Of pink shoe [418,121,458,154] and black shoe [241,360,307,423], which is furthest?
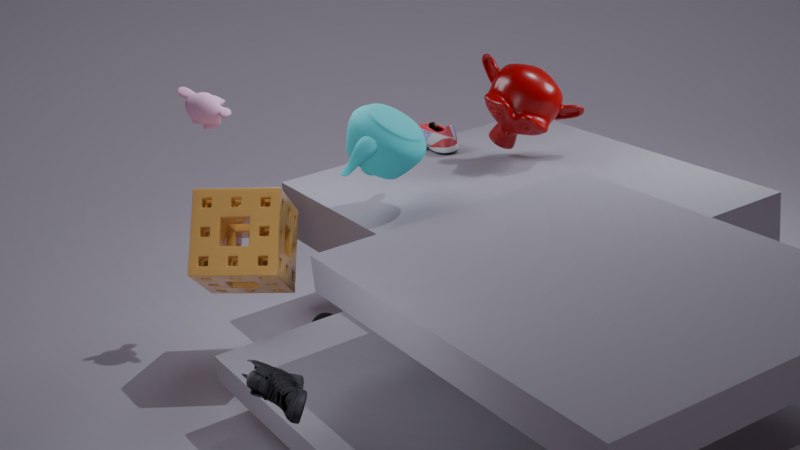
pink shoe [418,121,458,154]
